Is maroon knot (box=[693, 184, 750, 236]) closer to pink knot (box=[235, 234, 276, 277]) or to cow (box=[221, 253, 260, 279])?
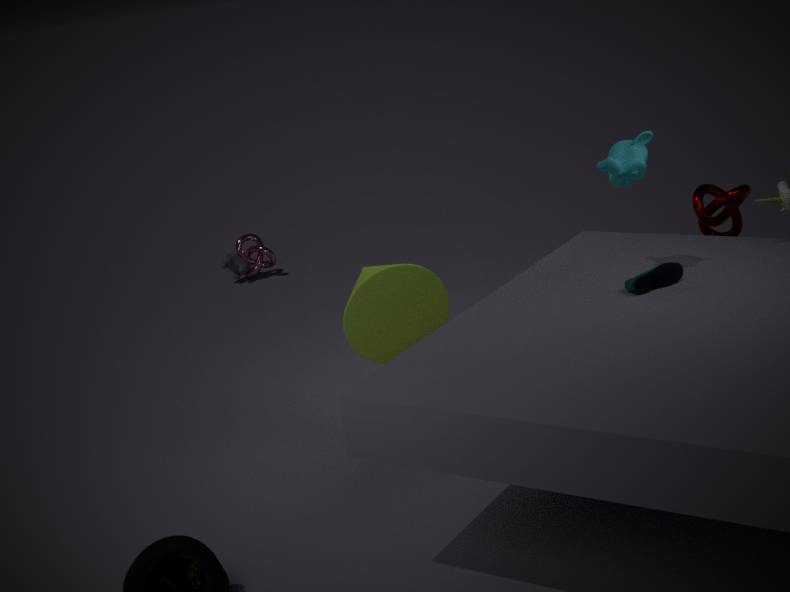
pink knot (box=[235, 234, 276, 277])
